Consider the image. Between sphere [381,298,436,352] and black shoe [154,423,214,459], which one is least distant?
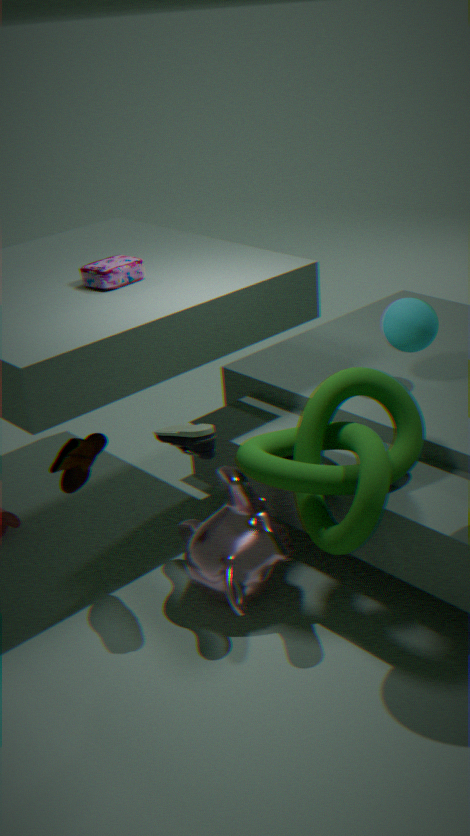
black shoe [154,423,214,459]
